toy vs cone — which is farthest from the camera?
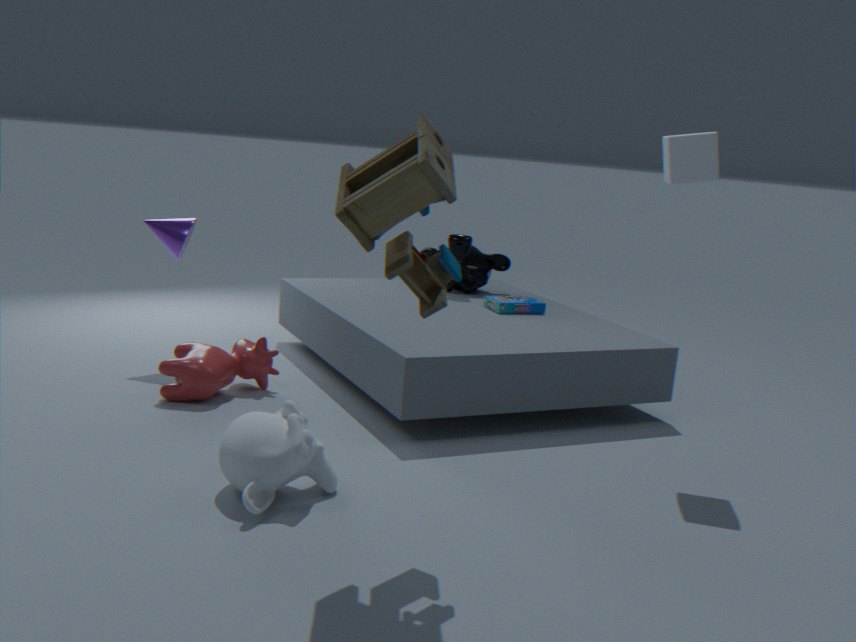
cone
